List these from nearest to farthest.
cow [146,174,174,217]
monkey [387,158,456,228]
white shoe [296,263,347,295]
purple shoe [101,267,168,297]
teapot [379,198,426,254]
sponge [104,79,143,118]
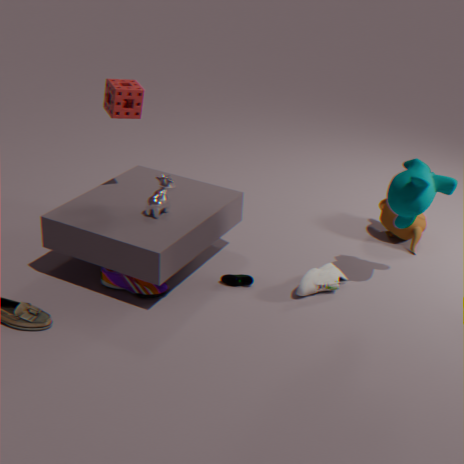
monkey [387,158,456,228]
sponge [104,79,143,118]
purple shoe [101,267,168,297]
cow [146,174,174,217]
white shoe [296,263,347,295]
teapot [379,198,426,254]
